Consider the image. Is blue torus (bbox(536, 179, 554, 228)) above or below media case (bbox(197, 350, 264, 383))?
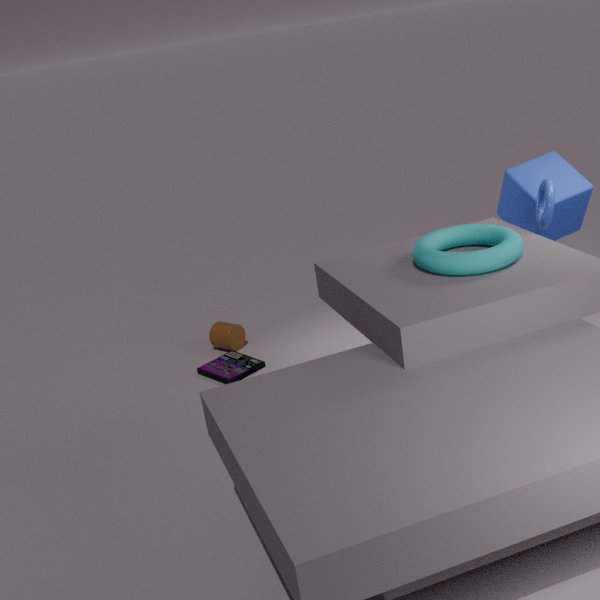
above
